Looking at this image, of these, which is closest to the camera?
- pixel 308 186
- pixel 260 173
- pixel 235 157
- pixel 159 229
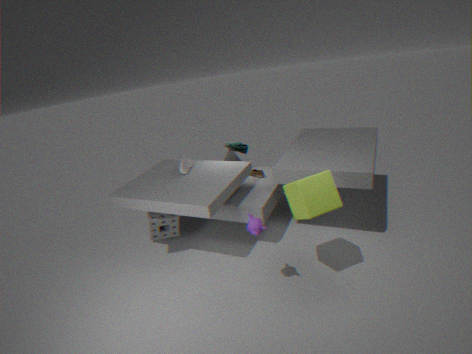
pixel 308 186
